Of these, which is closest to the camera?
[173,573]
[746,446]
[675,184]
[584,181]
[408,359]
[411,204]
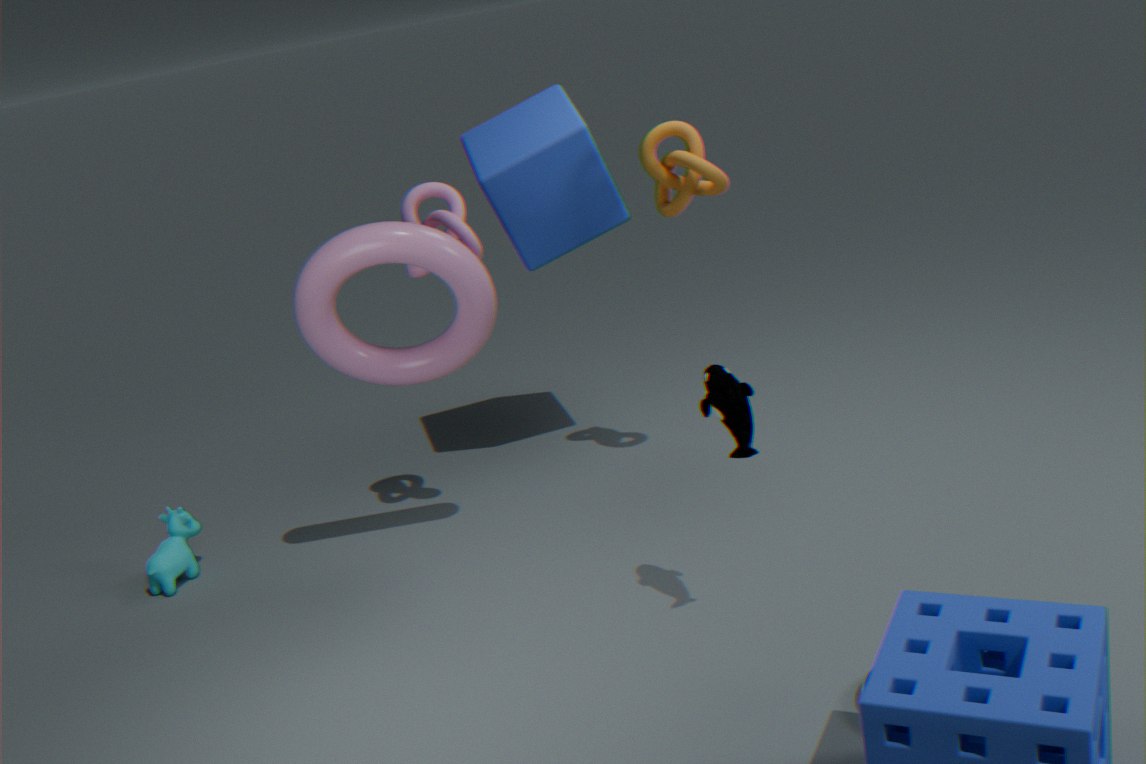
[746,446]
